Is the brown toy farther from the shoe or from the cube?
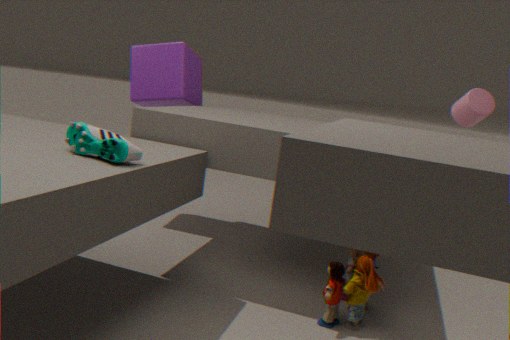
the cube
